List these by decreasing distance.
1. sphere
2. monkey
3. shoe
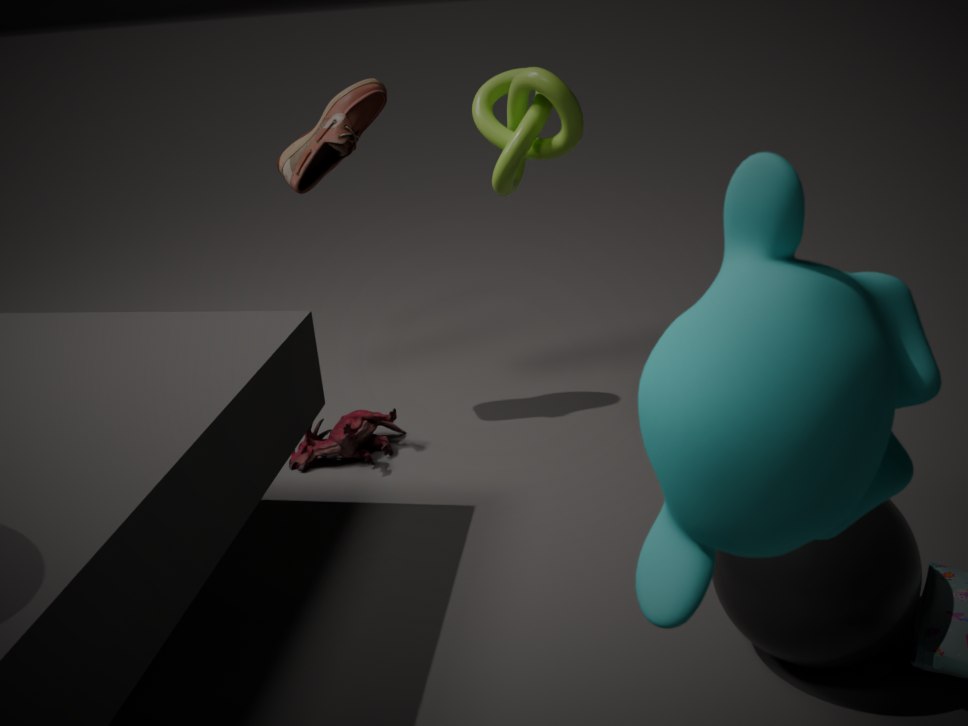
1. shoe
2. sphere
3. monkey
